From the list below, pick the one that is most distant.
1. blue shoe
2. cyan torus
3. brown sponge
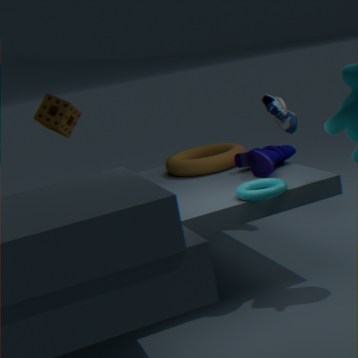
blue shoe
